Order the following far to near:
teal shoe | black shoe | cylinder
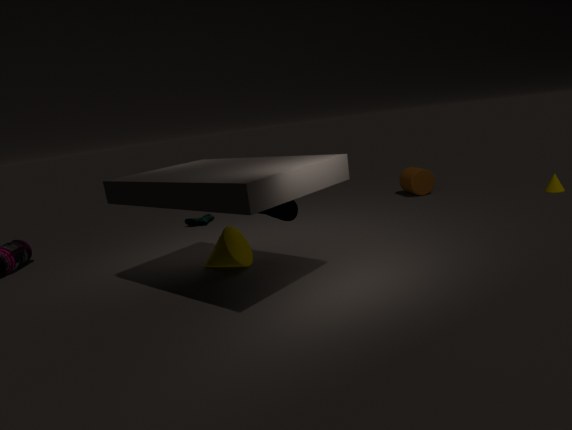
1. teal shoe
2. cylinder
3. black shoe
